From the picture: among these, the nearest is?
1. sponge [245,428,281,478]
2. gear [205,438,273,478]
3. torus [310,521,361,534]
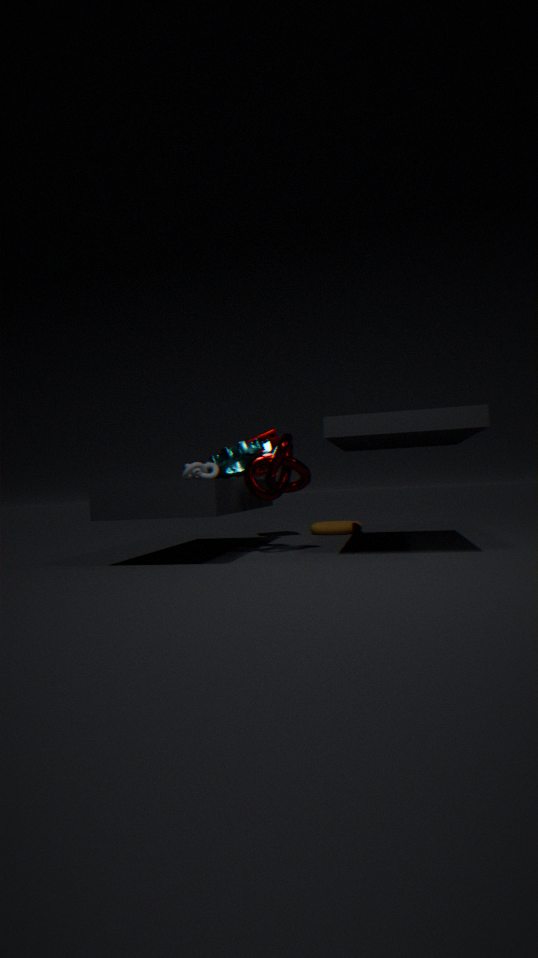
gear [205,438,273,478]
